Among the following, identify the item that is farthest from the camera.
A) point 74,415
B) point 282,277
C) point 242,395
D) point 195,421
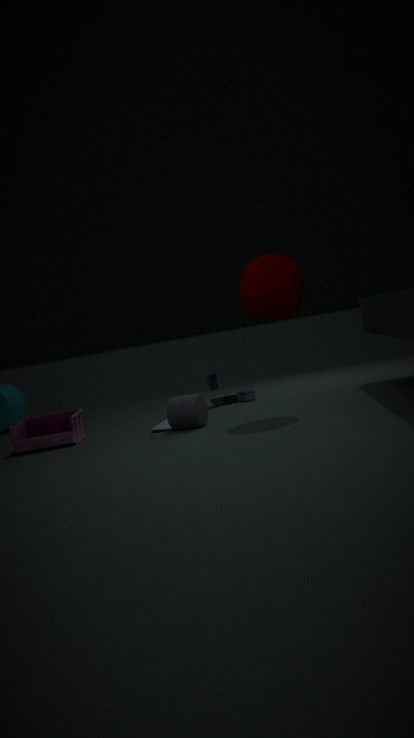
point 242,395
